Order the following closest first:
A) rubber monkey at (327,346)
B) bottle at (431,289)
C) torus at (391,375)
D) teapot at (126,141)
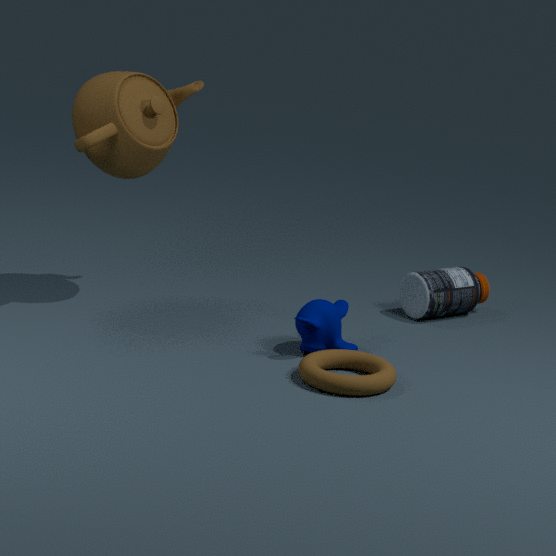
torus at (391,375), rubber monkey at (327,346), teapot at (126,141), bottle at (431,289)
